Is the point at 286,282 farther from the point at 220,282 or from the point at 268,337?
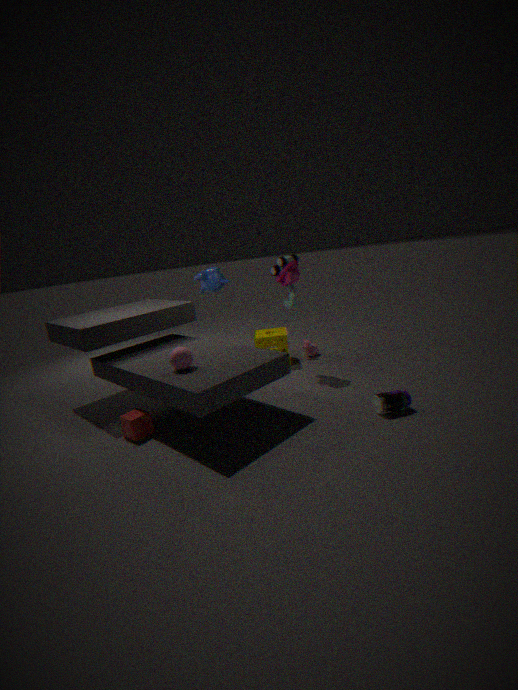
the point at 220,282
